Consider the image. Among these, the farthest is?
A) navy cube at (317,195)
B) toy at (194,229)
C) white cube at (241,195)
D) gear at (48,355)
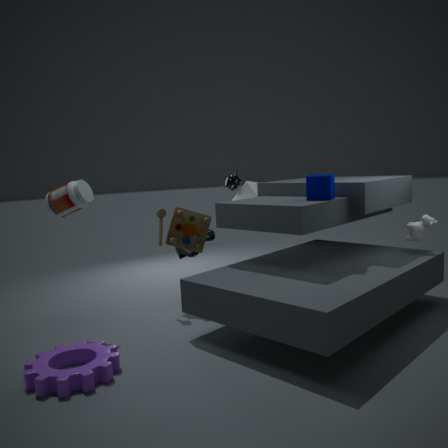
white cube at (241,195)
